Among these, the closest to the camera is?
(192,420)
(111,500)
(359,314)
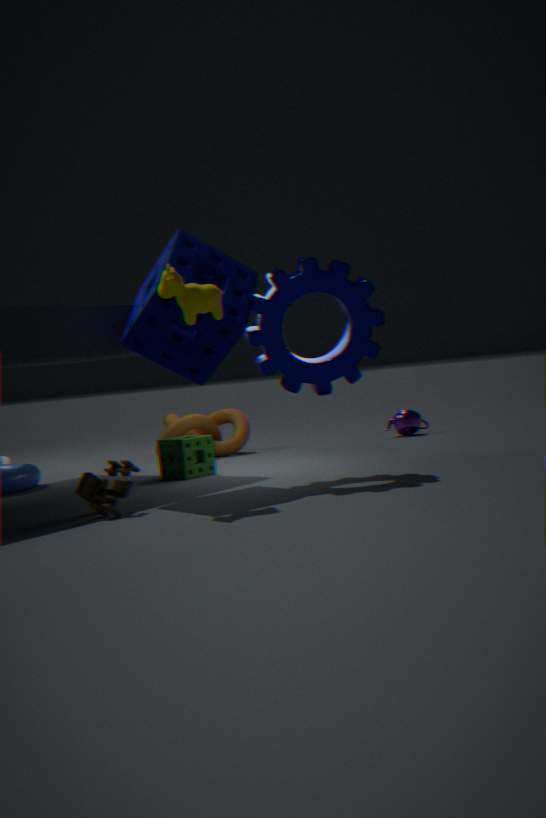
(111,500)
